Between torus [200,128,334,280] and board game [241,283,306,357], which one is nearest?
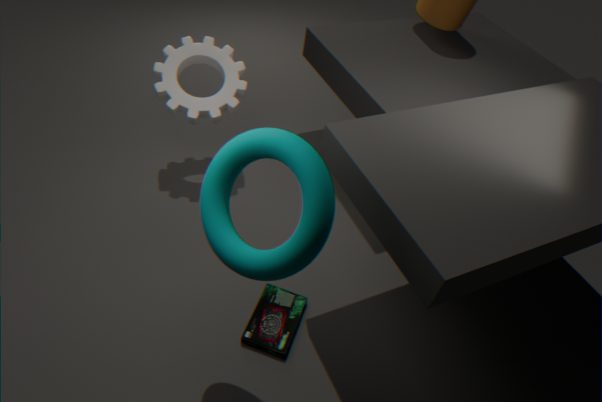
torus [200,128,334,280]
